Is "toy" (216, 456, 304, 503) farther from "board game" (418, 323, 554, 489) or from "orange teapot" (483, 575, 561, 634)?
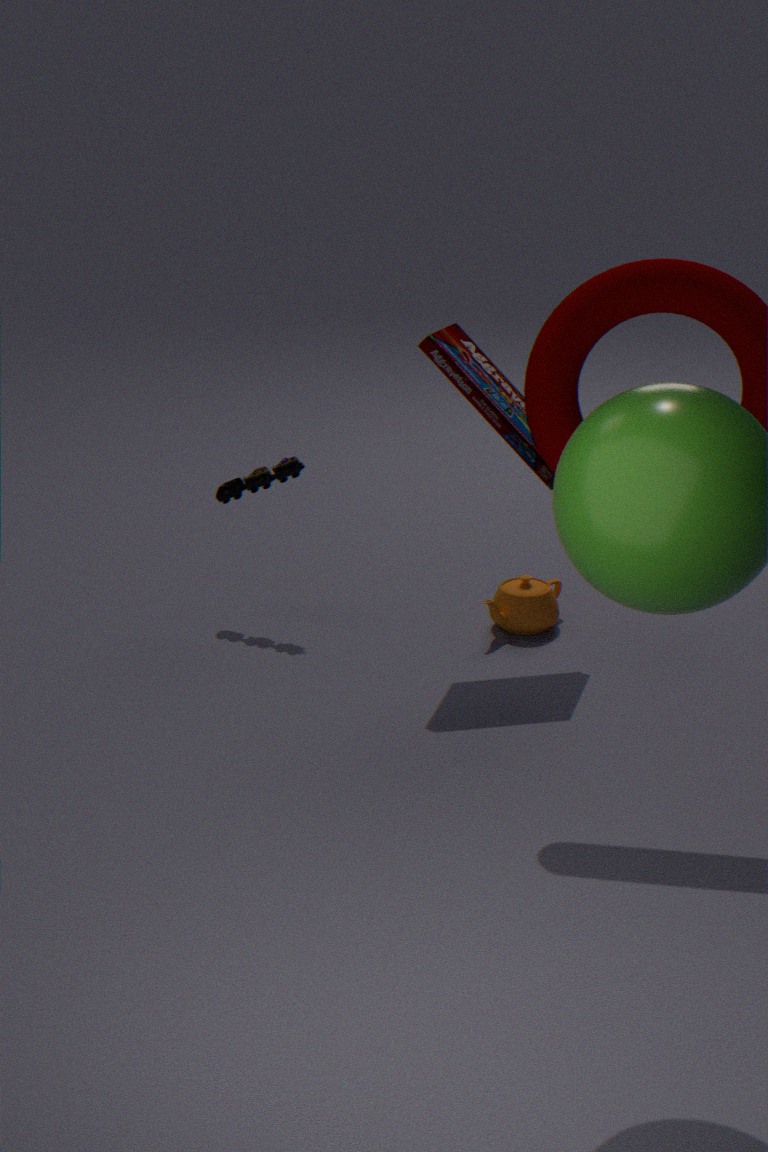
"orange teapot" (483, 575, 561, 634)
